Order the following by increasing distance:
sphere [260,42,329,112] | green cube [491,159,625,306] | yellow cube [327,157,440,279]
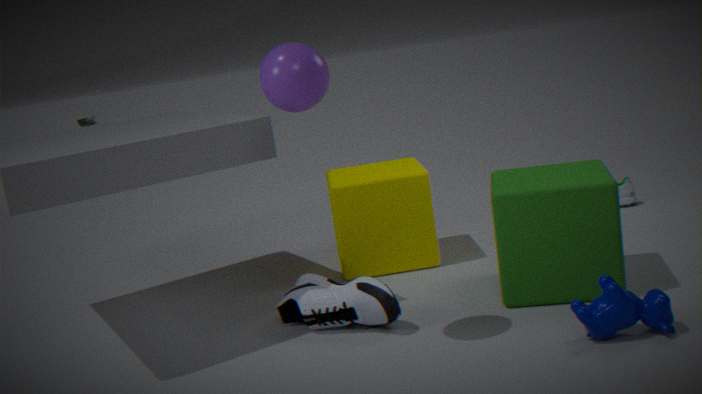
sphere [260,42,329,112]
green cube [491,159,625,306]
yellow cube [327,157,440,279]
